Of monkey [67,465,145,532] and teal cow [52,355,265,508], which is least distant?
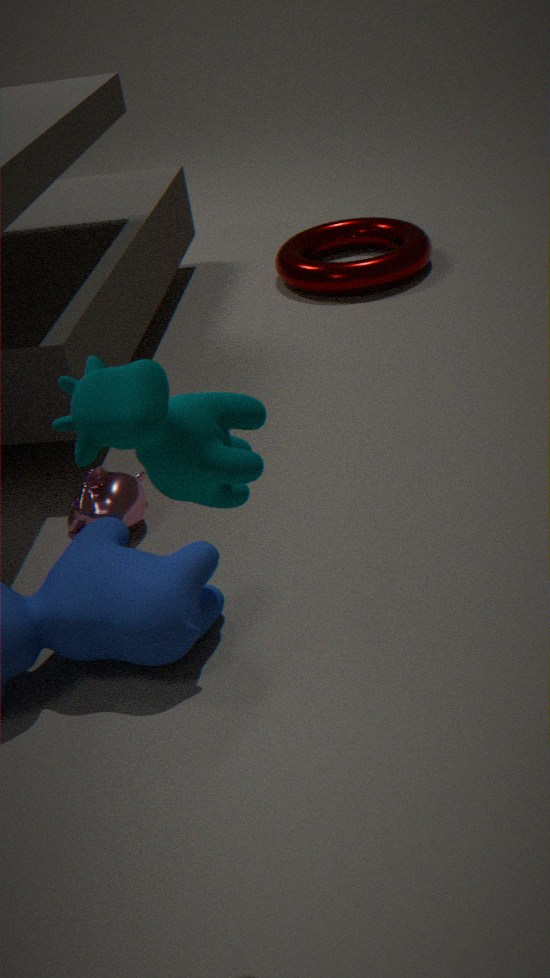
teal cow [52,355,265,508]
